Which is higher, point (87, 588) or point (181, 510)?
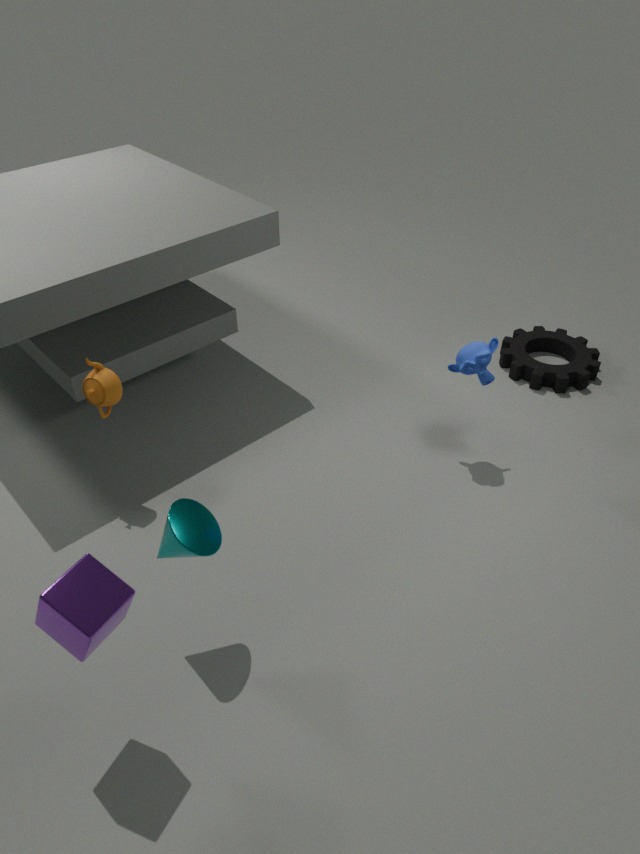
point (87, 588)
